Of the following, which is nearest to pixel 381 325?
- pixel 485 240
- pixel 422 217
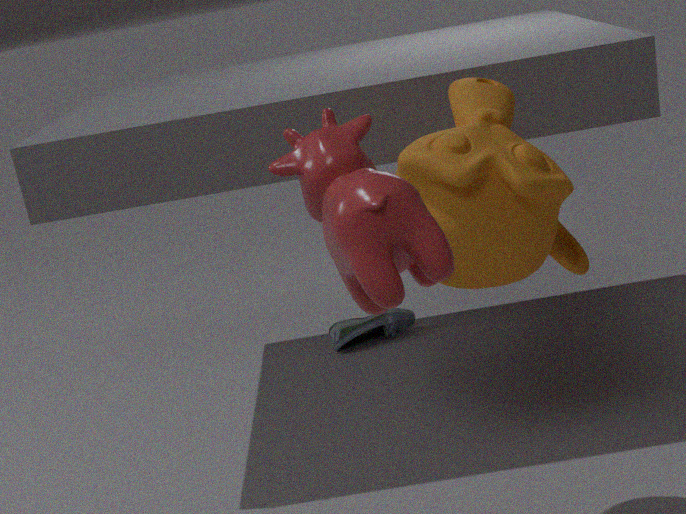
pixel 485 240
